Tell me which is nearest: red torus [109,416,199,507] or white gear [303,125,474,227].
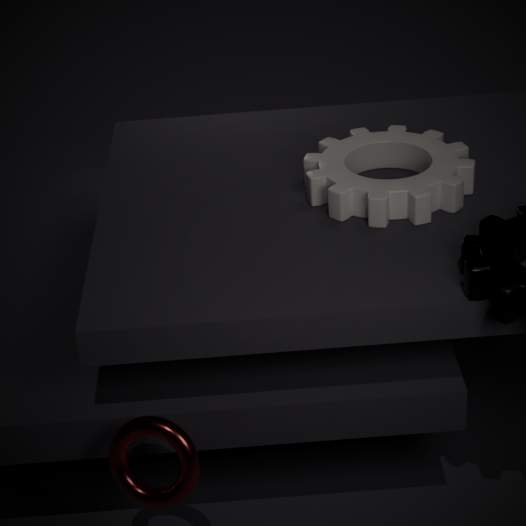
red torus [109,416,199,507]
